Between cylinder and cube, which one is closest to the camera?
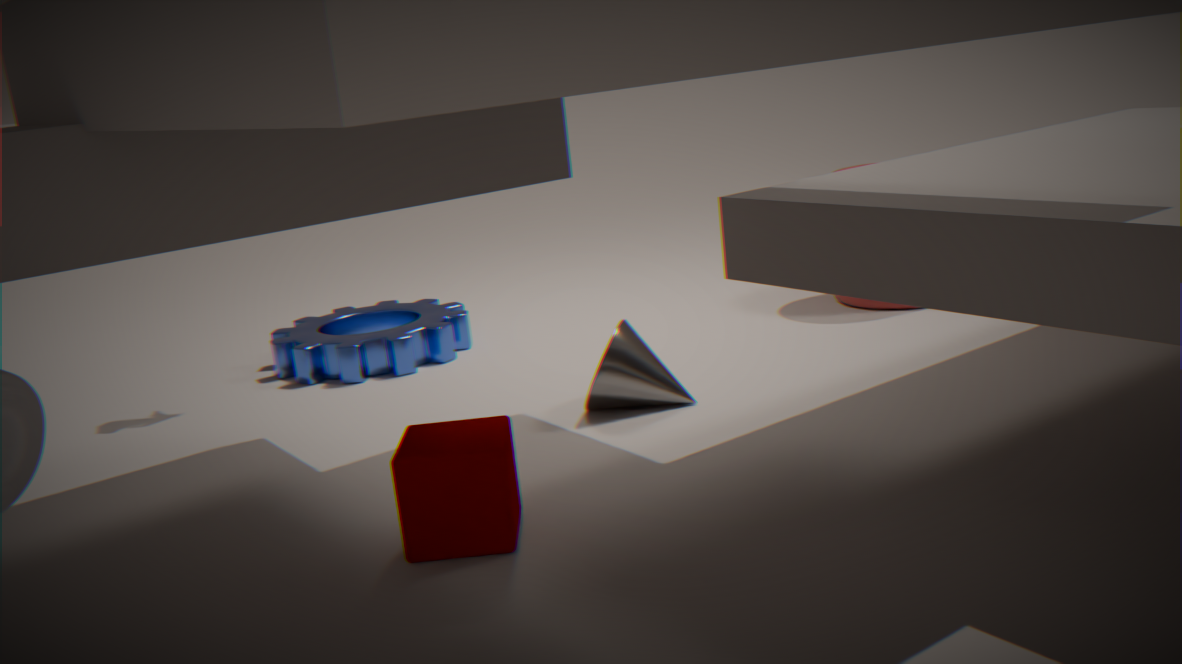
cube
